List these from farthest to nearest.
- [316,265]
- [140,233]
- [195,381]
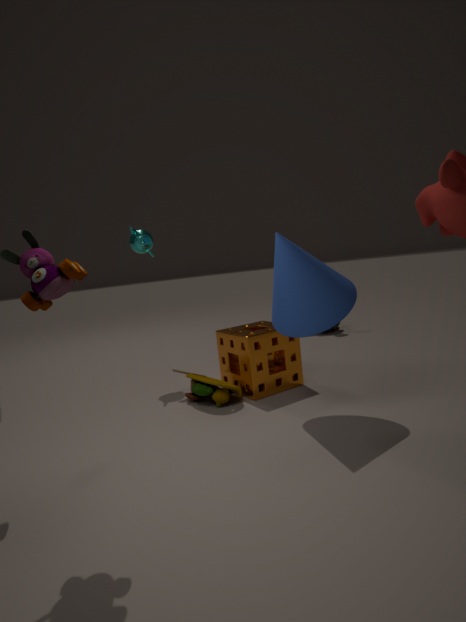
1. [140,233]
2. [195,381]
3. [316,265]
